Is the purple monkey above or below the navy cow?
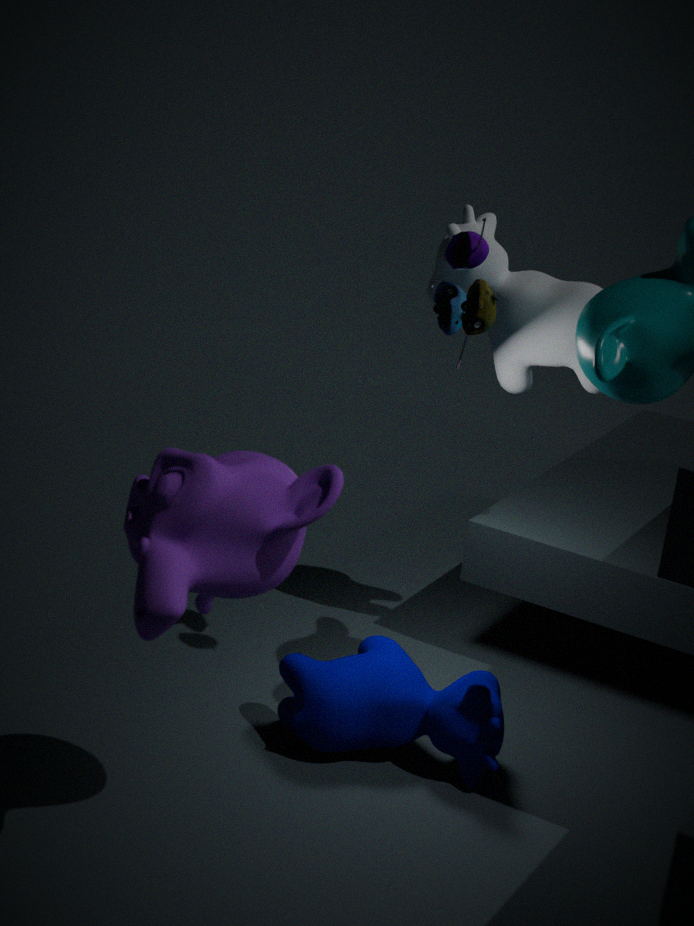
above
